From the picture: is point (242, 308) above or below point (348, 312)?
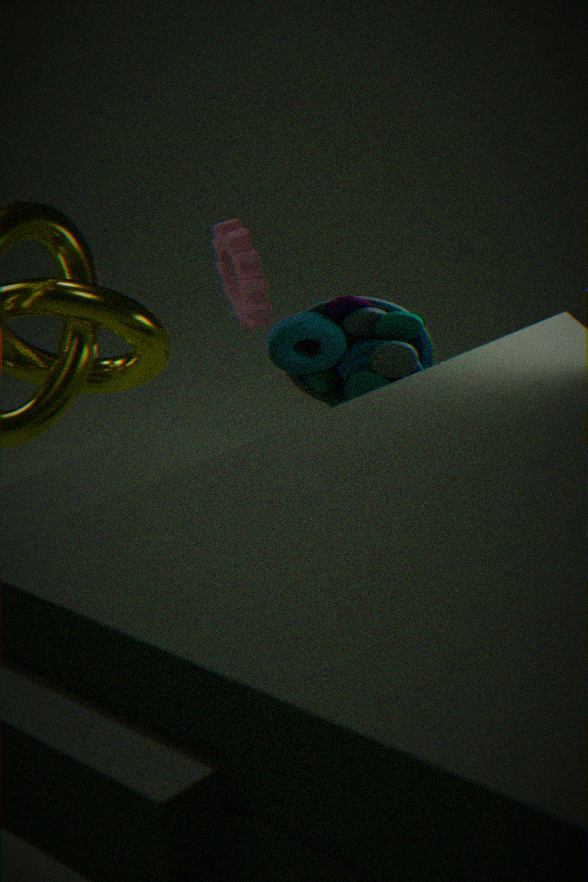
above
